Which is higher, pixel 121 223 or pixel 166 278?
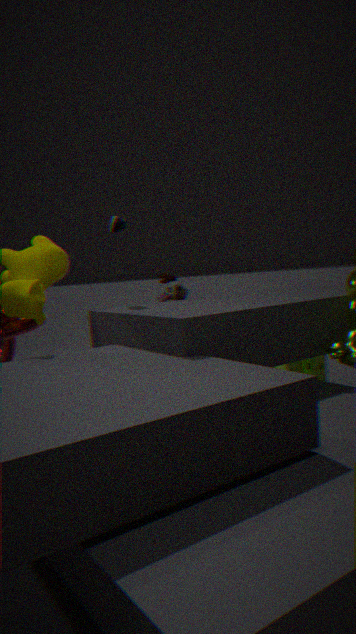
pixel 121 223
